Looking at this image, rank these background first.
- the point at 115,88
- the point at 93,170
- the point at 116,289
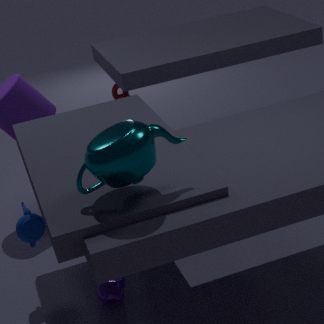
the point at 115,88 < the point at 116,289 < the point at 93,170
